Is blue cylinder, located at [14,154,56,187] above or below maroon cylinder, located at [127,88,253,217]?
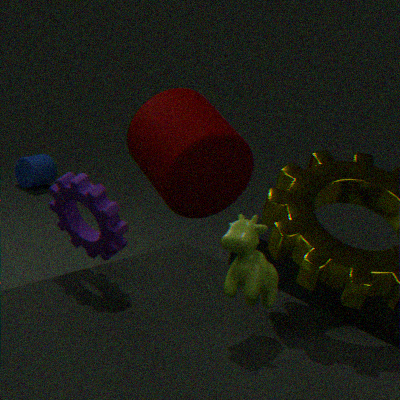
below
